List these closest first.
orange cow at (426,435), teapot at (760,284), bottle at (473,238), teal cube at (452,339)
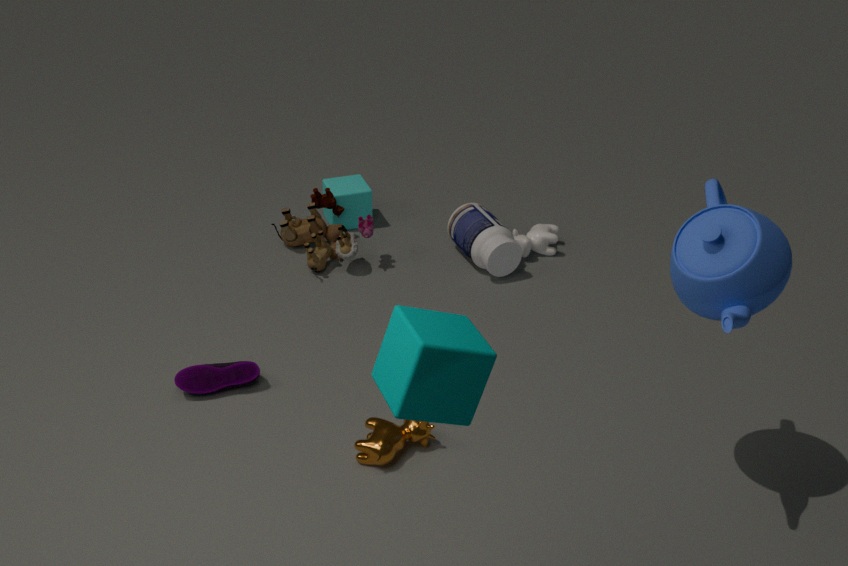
teal cube at (452,339)
teapot at (760,284)
orange cow at (426,435)
bottle at (473,238)
